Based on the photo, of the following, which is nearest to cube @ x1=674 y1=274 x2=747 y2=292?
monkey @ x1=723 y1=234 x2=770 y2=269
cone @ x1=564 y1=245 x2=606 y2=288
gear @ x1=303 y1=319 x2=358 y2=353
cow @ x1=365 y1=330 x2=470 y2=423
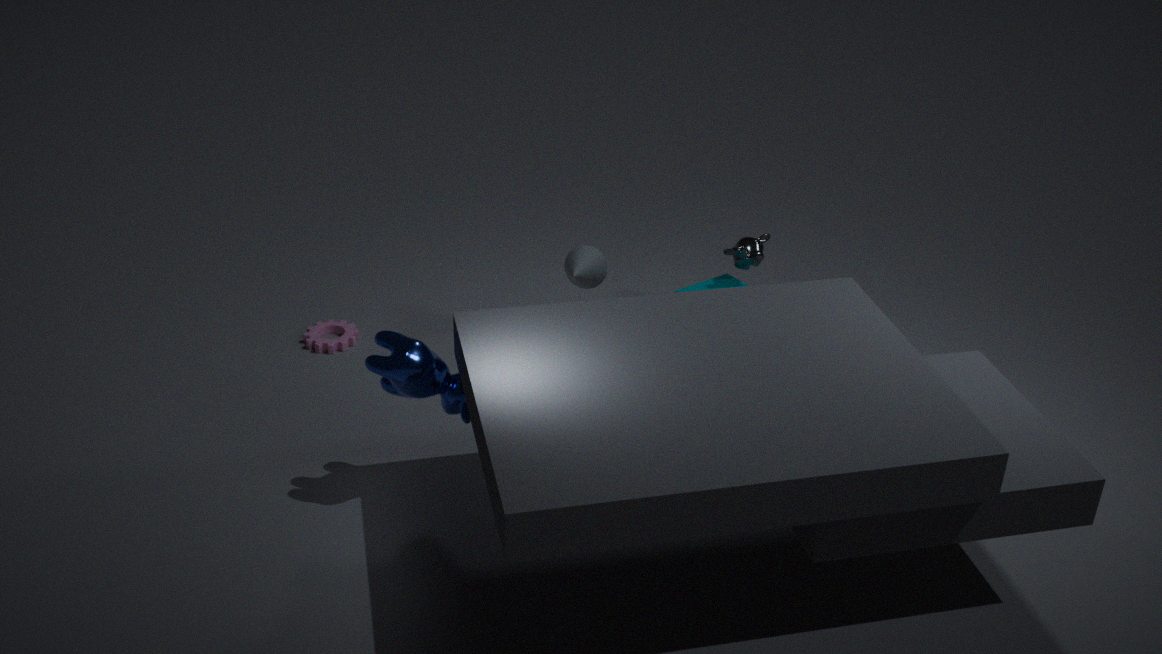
monkey @ x1=723 y1=234 x2=770 y2=269
